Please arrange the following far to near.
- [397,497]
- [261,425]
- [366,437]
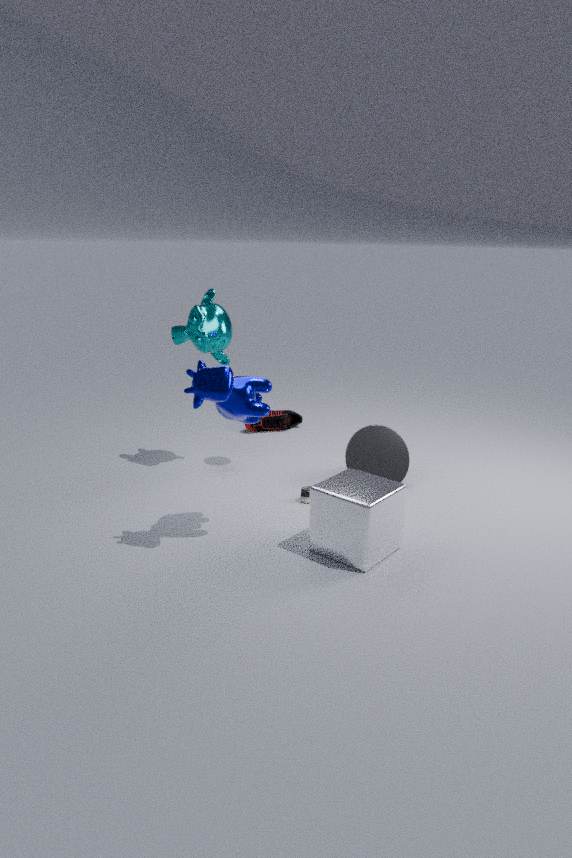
[261,425], [366,437], [397,497]
